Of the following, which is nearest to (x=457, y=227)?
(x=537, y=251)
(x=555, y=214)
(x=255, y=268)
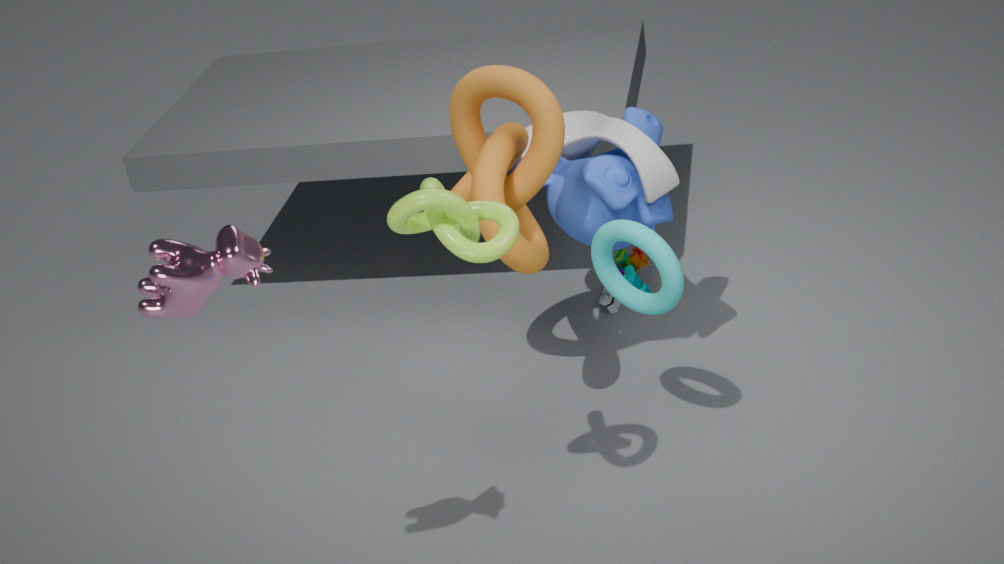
(x=255, y=268)
